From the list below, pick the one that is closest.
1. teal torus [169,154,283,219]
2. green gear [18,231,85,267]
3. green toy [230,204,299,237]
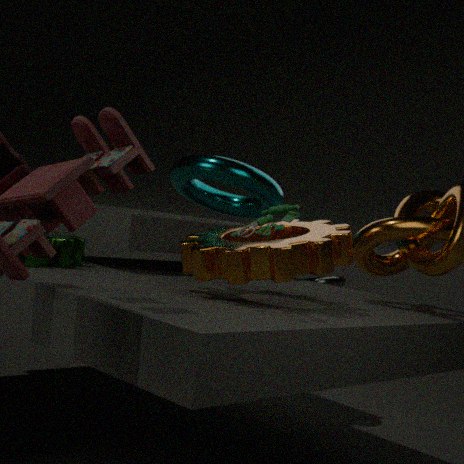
green toy [230,204,299,237]
